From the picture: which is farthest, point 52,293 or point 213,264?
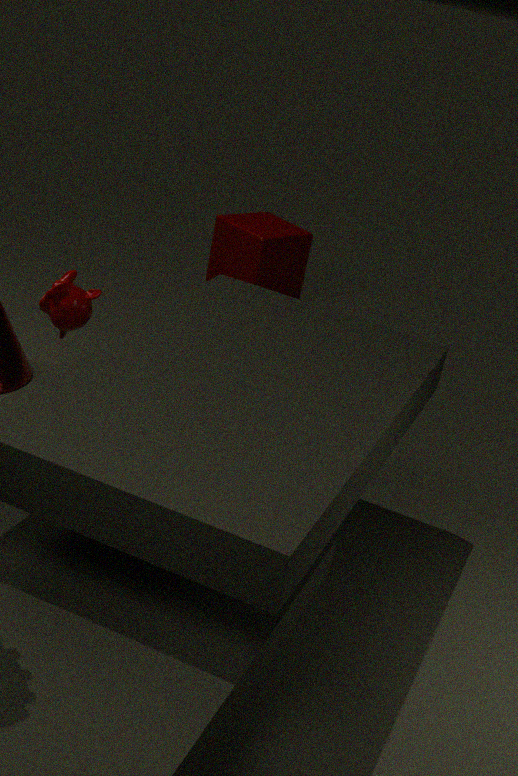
point 213,264
